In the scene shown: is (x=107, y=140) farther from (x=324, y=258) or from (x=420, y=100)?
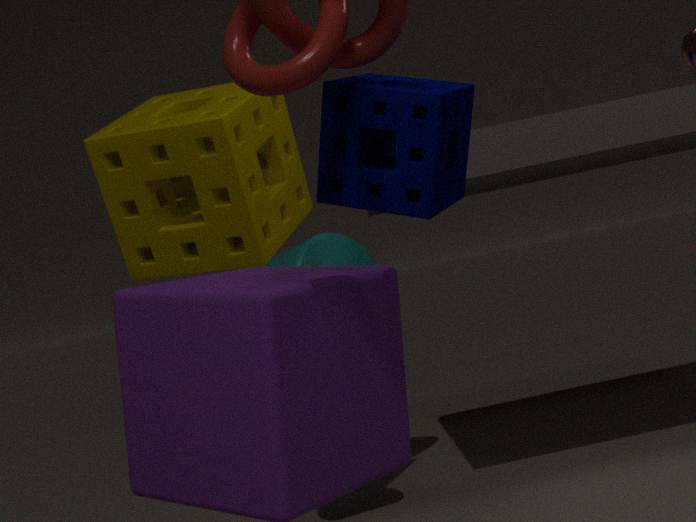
(x=420, y=100)
